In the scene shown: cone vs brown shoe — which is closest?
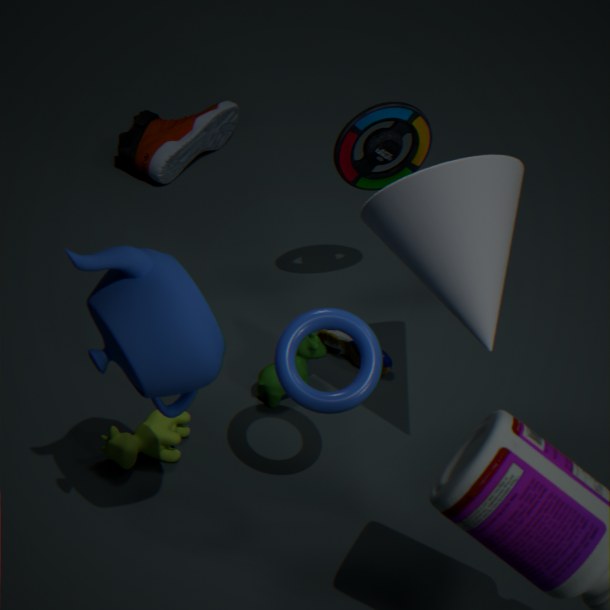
cone
